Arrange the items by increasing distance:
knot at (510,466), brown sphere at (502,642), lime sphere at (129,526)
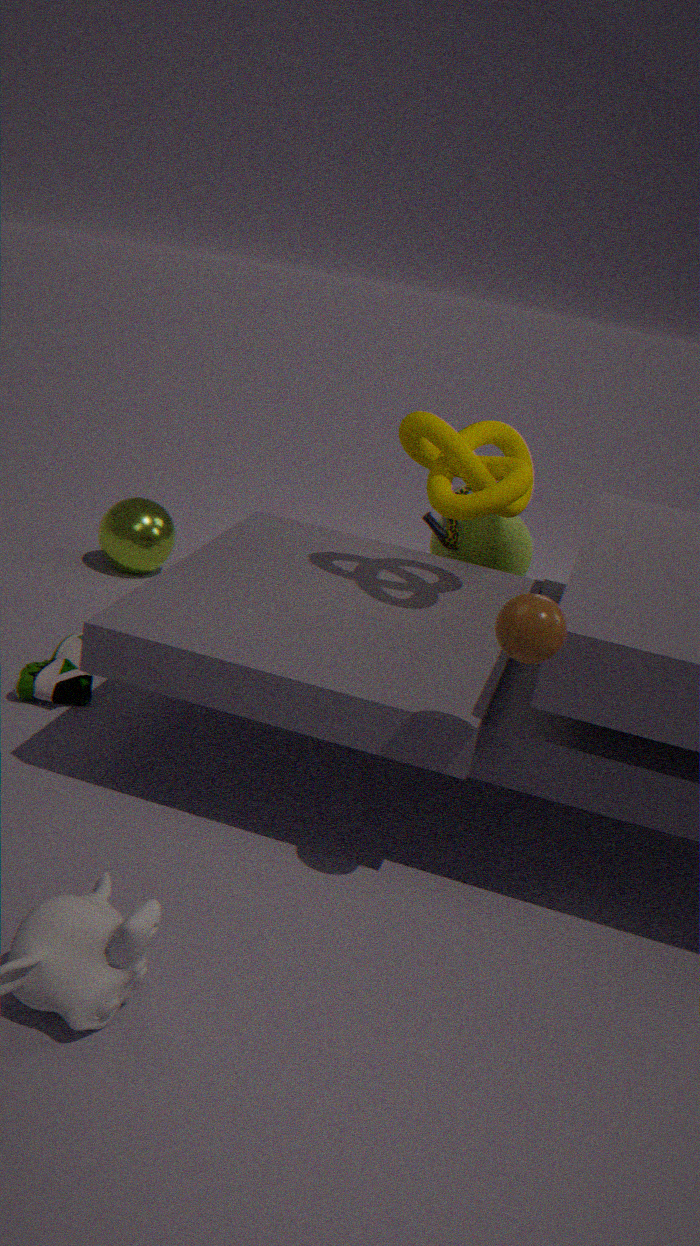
brown sphere at (502,642)
knot at (510,466)
lime sphere at (129,526)
